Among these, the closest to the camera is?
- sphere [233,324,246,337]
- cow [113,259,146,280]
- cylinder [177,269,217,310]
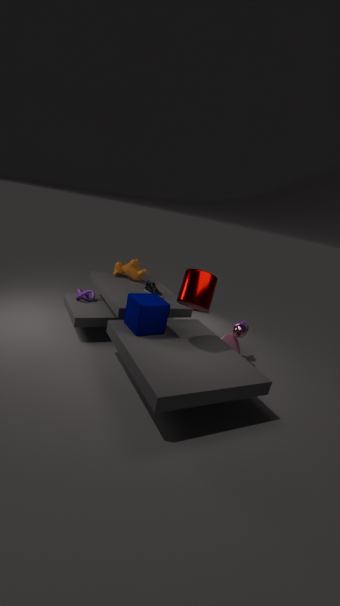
cylinder [177,269,217,310]
